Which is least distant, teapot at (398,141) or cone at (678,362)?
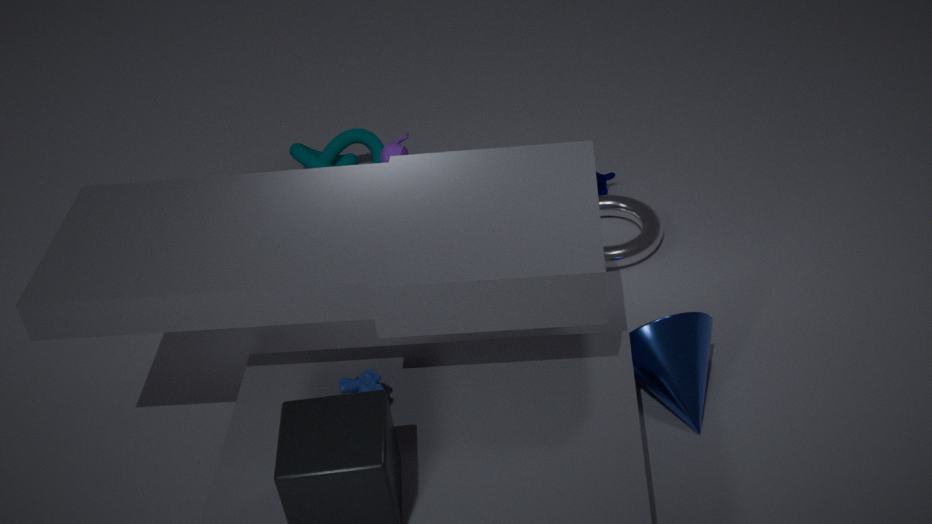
cone at (678,362)
